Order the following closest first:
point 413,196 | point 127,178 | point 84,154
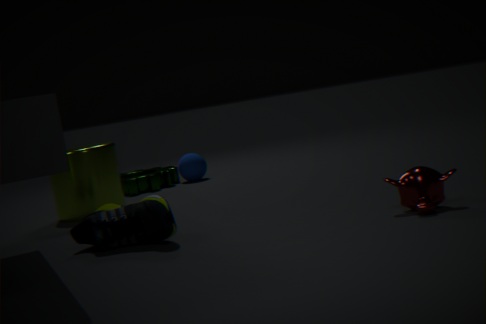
point 413,196
point 84,154
point 127,178
